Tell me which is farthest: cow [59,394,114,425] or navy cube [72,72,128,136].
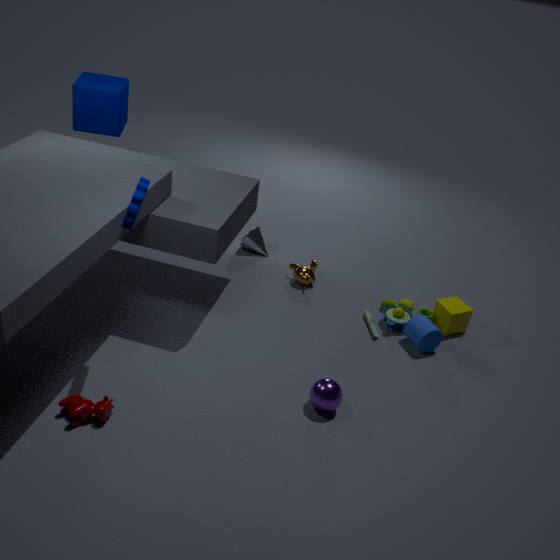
navy cube [72,72,128,136]
